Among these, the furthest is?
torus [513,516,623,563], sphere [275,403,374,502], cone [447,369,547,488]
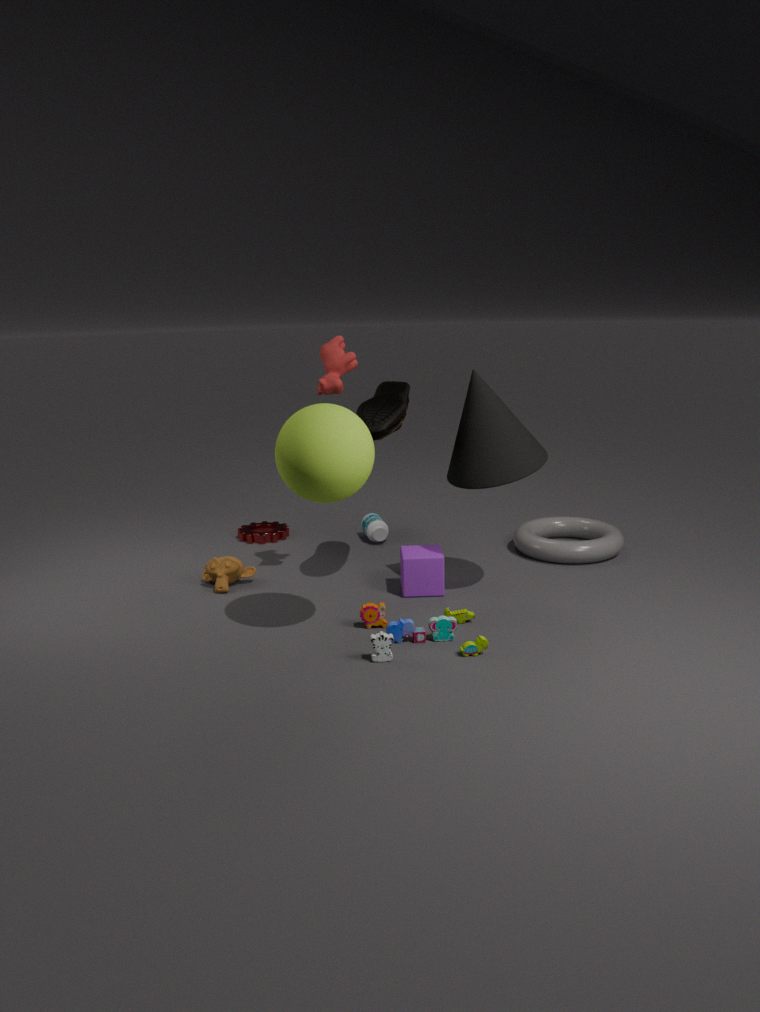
torus [513,516,623,563]
